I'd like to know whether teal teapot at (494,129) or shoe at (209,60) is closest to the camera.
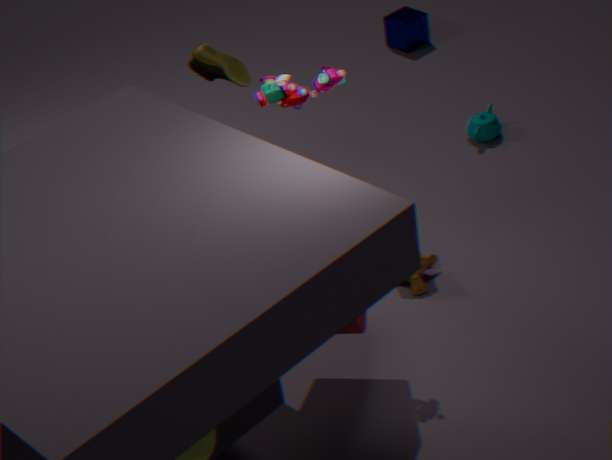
shoe at (209,60)
